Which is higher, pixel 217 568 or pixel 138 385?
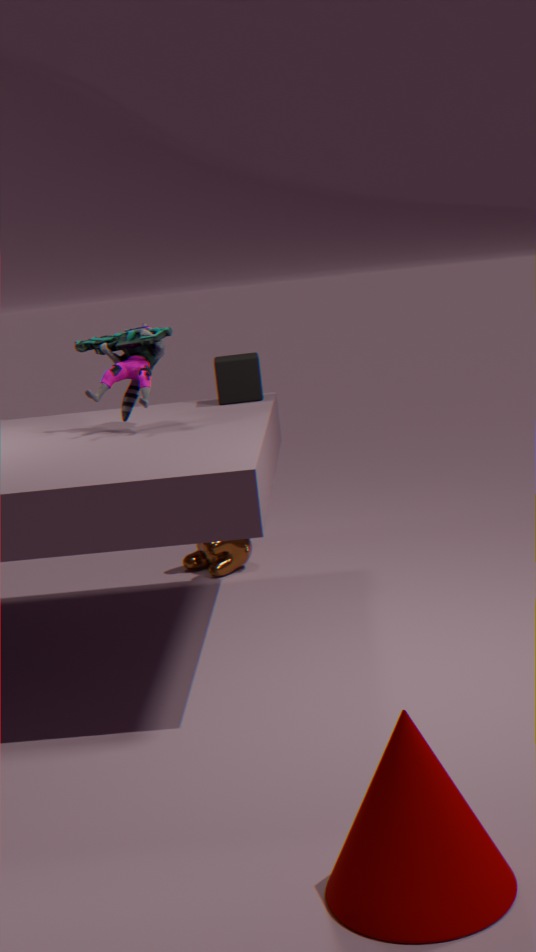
pixel 138 385
